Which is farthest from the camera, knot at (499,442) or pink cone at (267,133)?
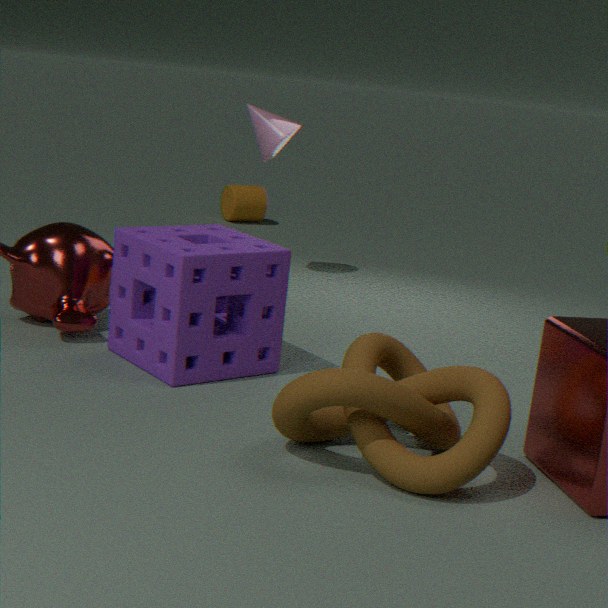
pink cone at (267,133)
